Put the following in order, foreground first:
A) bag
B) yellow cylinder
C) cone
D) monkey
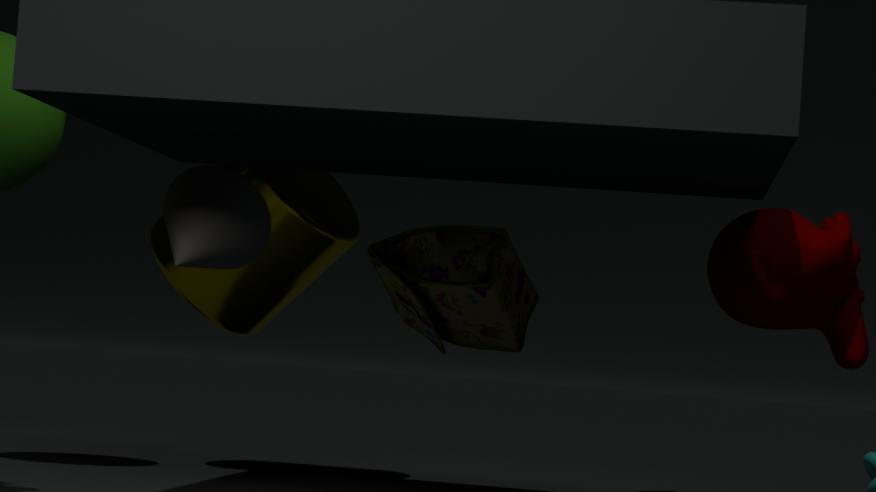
cone
bag
monkey
yellow cylinder
